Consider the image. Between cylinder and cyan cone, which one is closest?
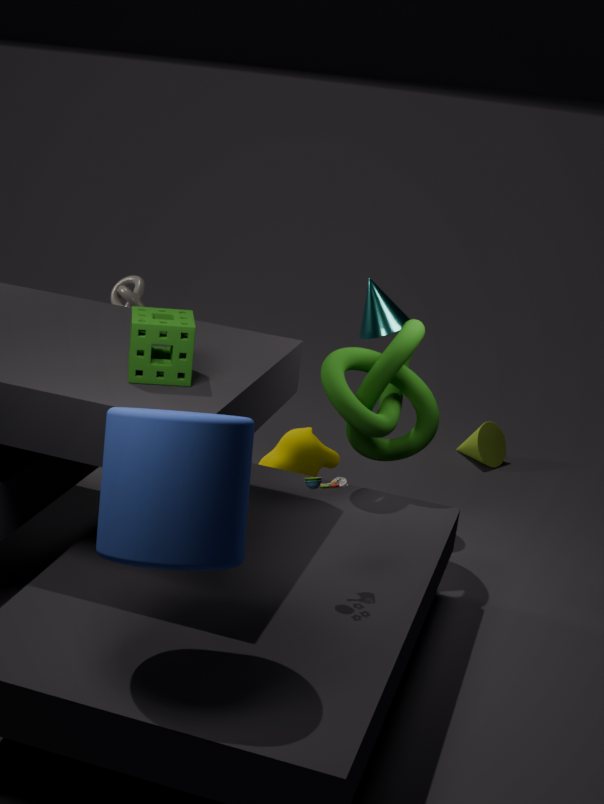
cylinder
